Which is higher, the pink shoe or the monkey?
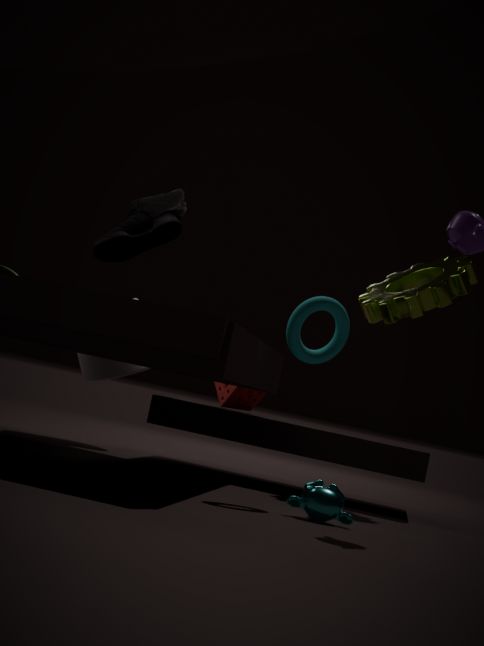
the pink shoe
